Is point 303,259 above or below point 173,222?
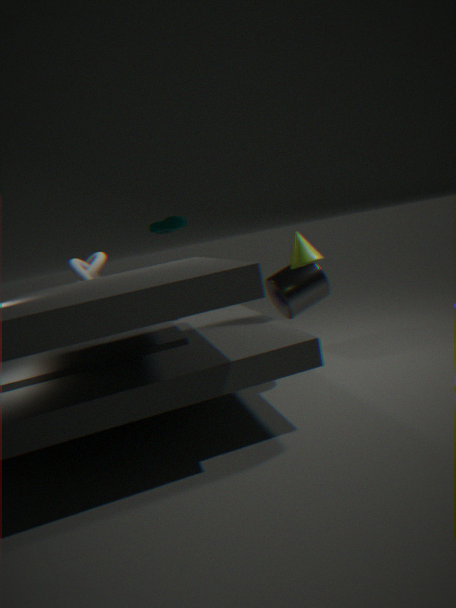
below
